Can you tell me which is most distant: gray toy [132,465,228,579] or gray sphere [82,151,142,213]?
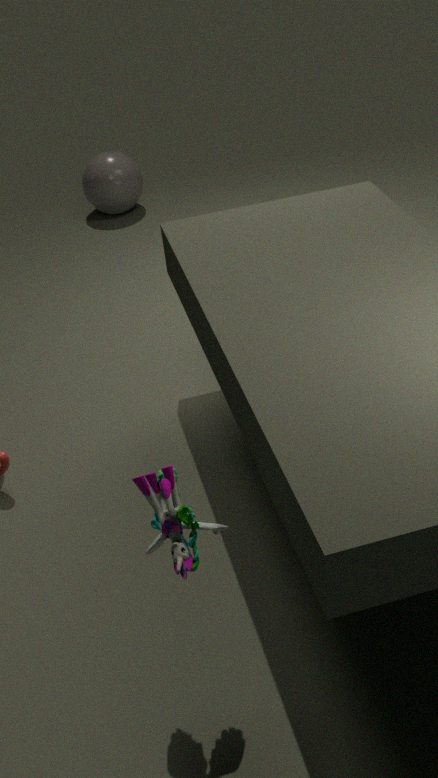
gray sphere [82,151,142,213]
